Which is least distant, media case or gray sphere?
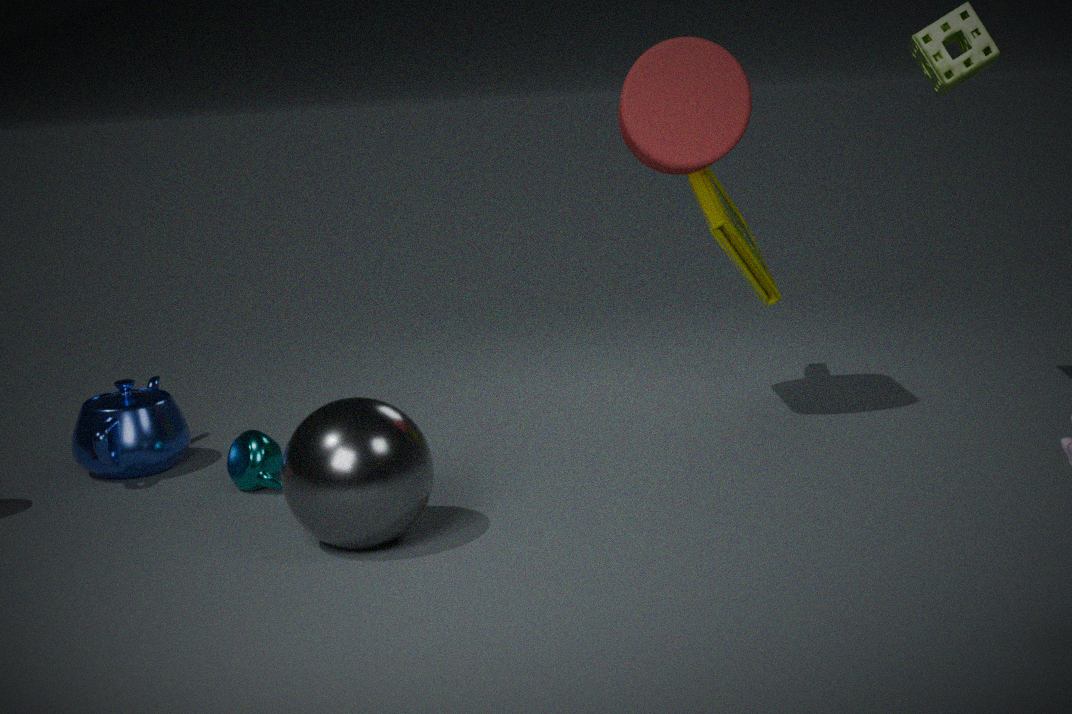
gray sphere
